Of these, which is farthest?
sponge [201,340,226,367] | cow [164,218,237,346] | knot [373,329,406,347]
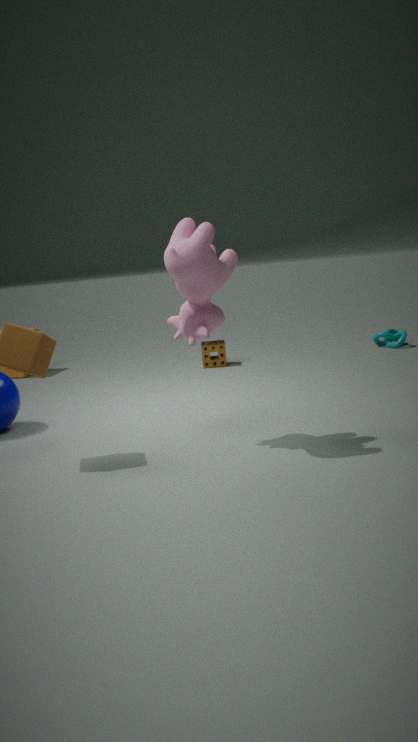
knot [373,329,406,347]
